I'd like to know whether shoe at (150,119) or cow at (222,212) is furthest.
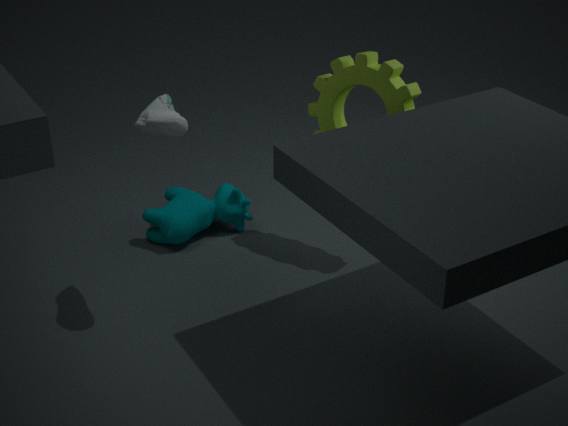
cow at (222,212)
